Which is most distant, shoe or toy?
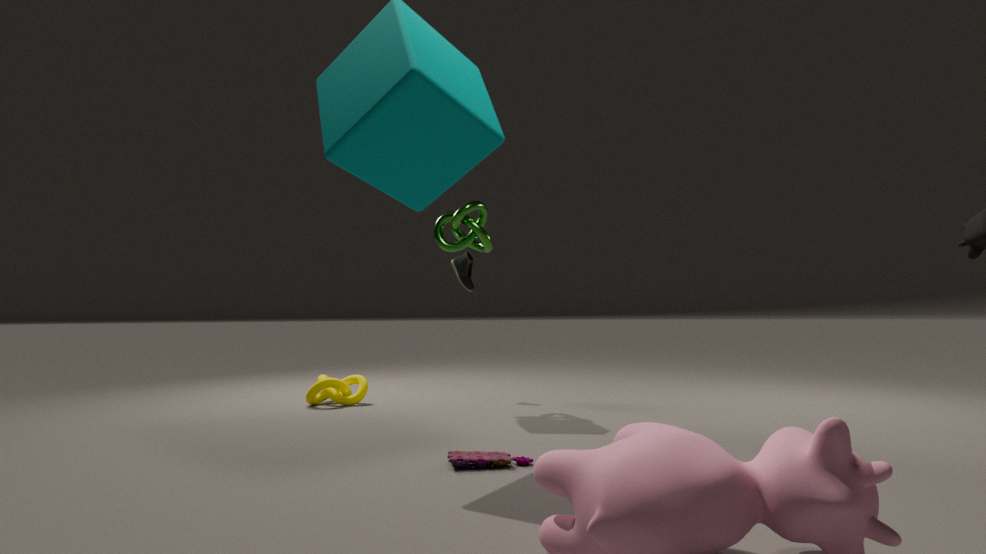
shoe
